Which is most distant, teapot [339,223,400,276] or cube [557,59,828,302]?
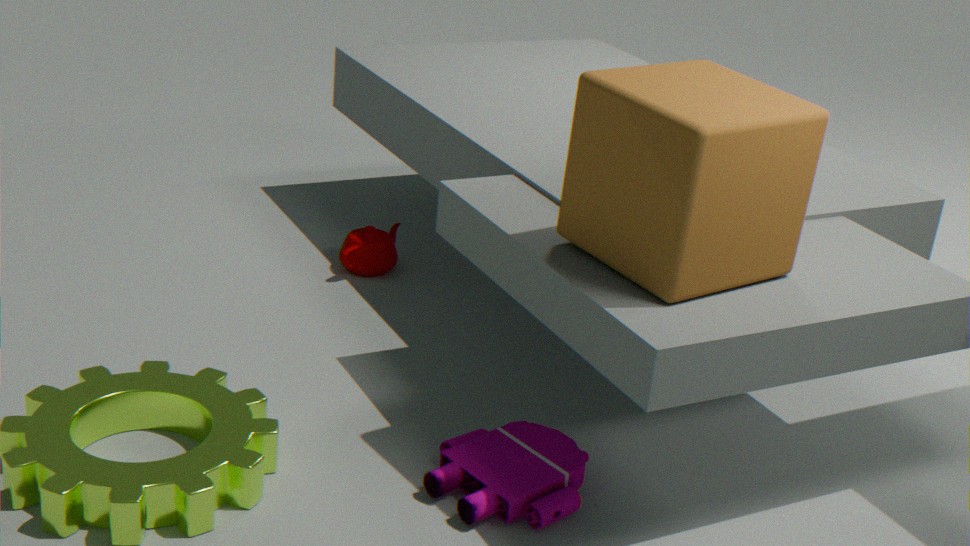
teapot [339,223,400,276]
